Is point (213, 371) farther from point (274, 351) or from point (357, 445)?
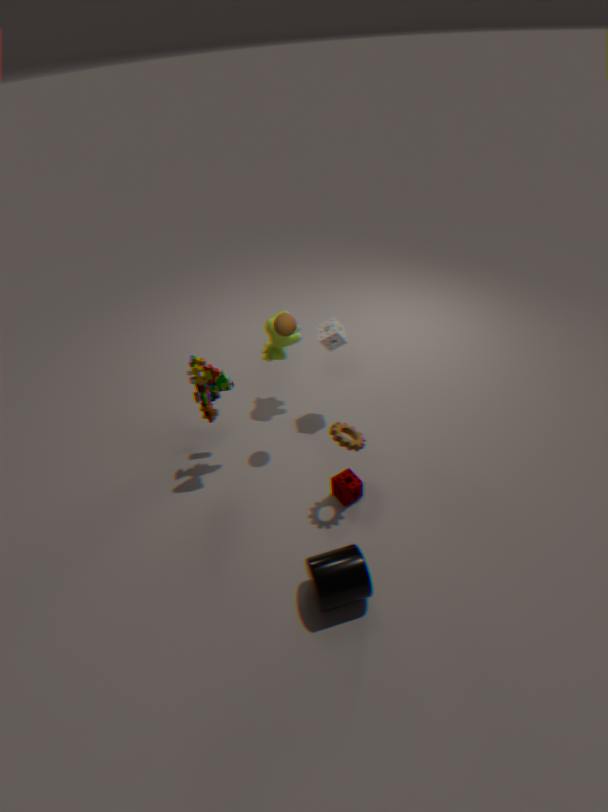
point (357, 445)
